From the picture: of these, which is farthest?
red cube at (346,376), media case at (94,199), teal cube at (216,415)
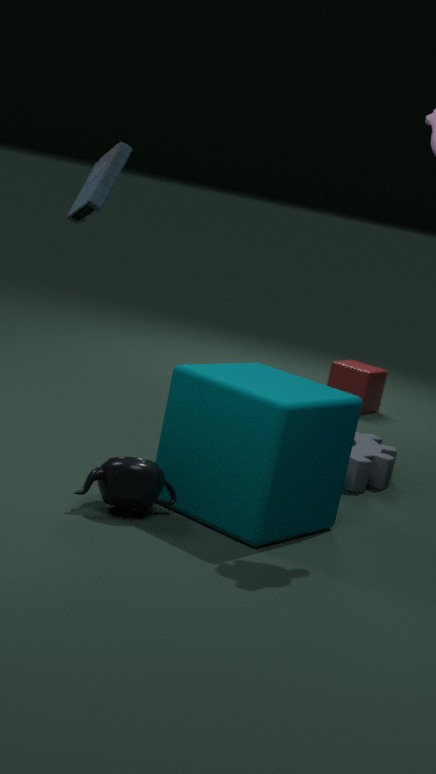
red cube at (346,376)
